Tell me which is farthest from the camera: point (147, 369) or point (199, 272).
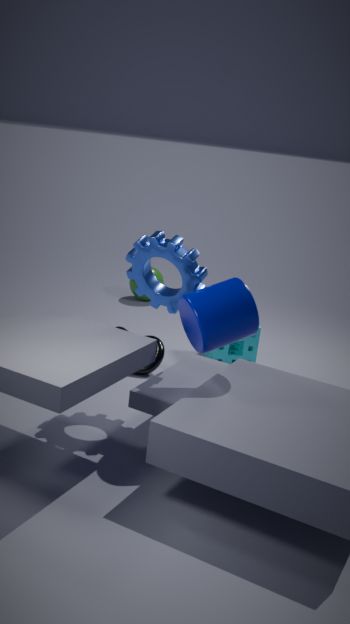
point (147, 369)
